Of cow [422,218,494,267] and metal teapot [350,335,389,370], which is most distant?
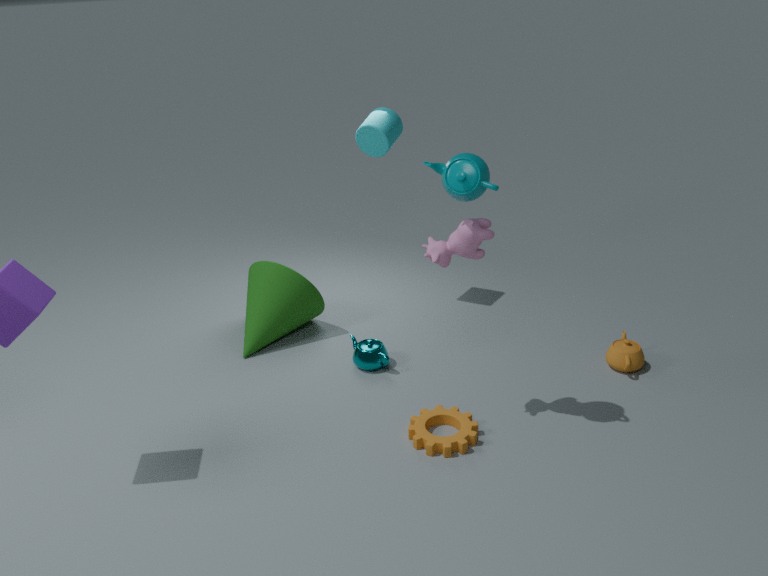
metal teapot [350,335,389,370]
